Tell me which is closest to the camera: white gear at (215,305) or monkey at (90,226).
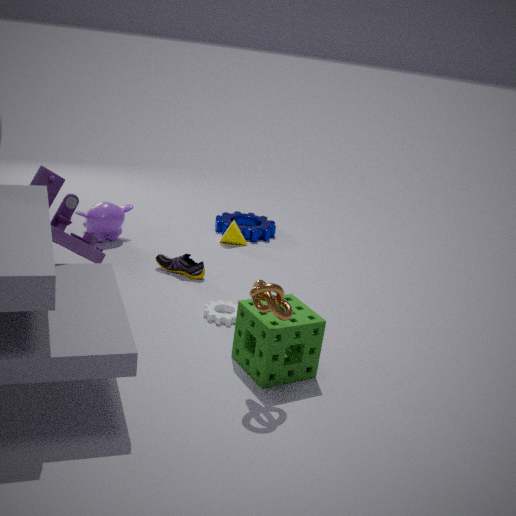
white gear at (215,305)
